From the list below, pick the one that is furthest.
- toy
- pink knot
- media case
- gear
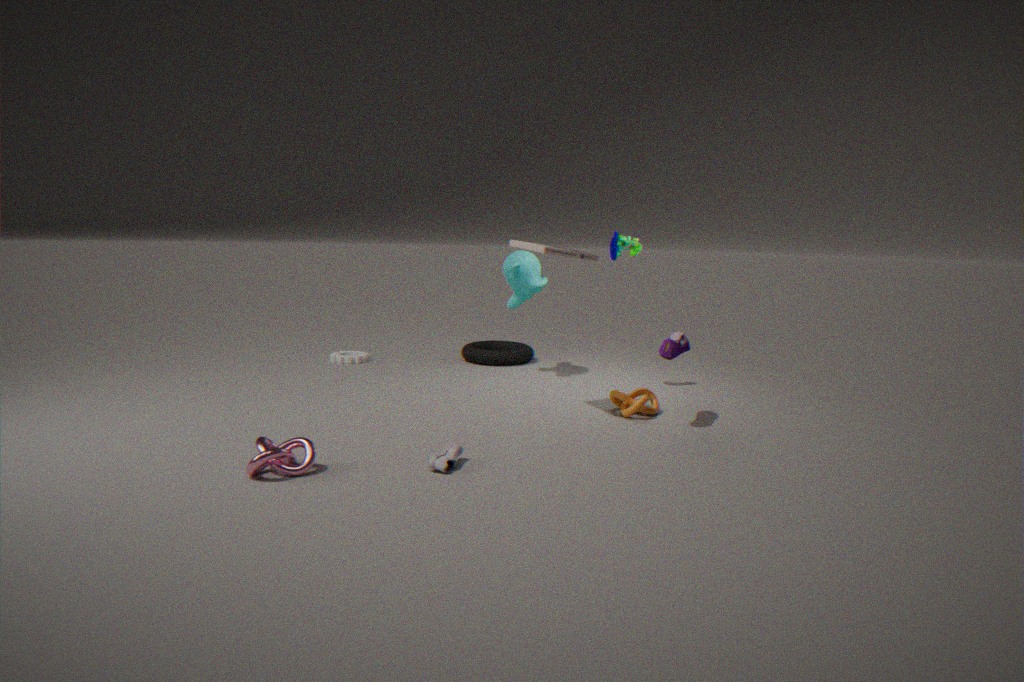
gear
